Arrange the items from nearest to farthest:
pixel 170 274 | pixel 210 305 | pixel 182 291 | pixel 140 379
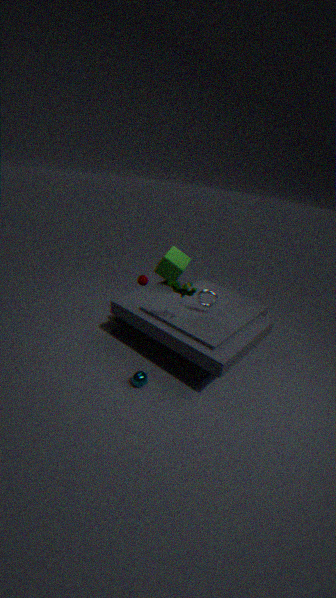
pixel 182 291 → pixel 140 379 → pixel 210 305 → pixel 170 274
